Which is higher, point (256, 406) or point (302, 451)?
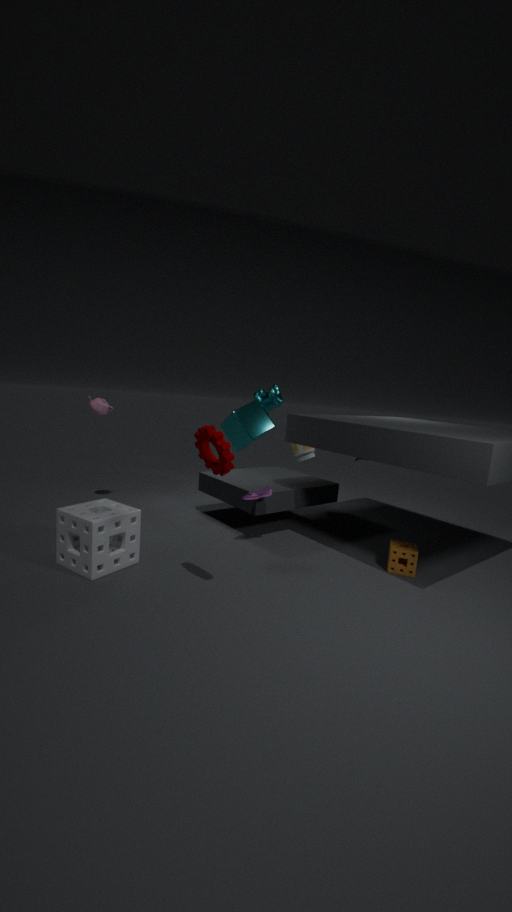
point (256, 406)
